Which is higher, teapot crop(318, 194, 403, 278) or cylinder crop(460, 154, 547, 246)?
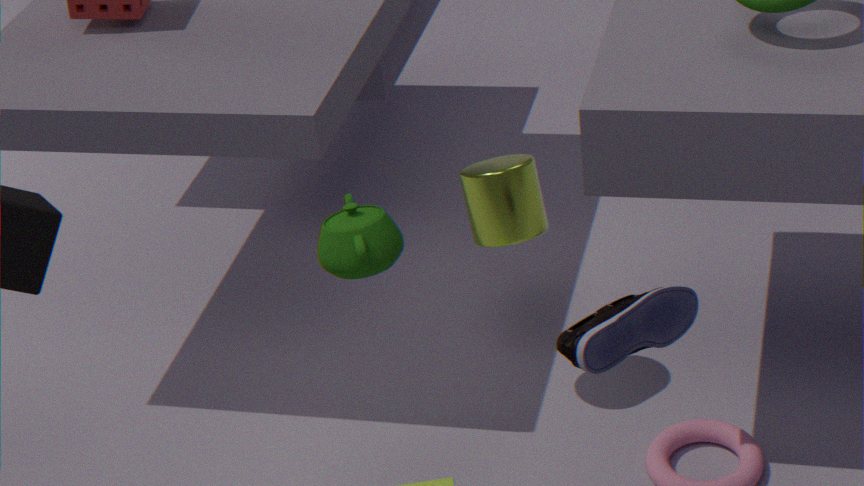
teapot crop(318, 194, 403, 278)
